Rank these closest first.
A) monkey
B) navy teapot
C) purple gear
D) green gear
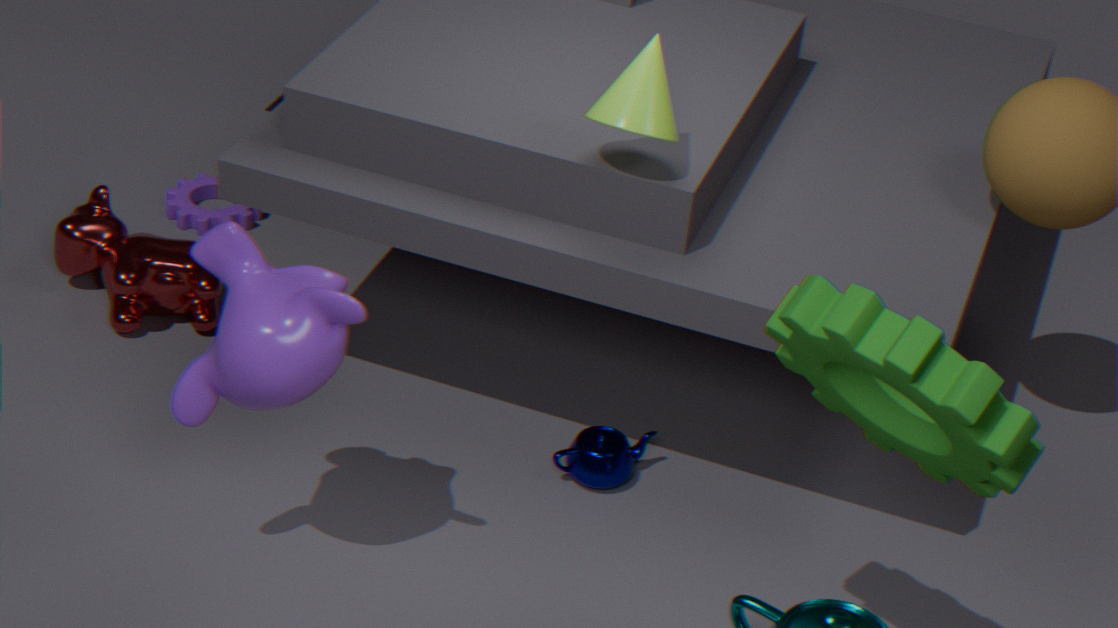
1. green gear
2. monkey
3. navy teapot
4. purple gear
